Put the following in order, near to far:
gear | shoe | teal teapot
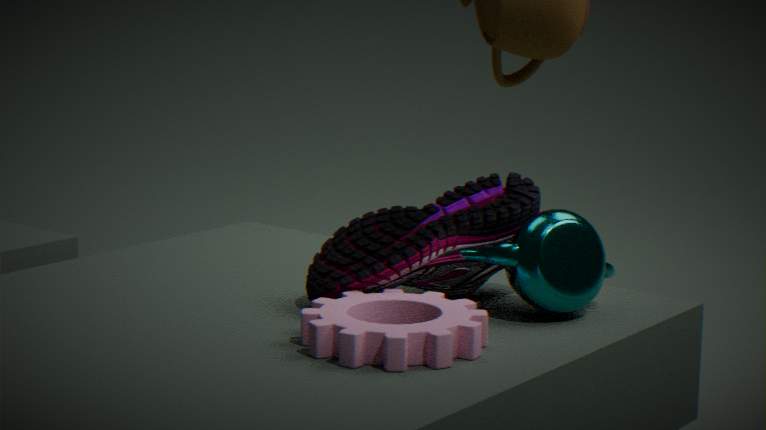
gear, teal teapot, shoe
